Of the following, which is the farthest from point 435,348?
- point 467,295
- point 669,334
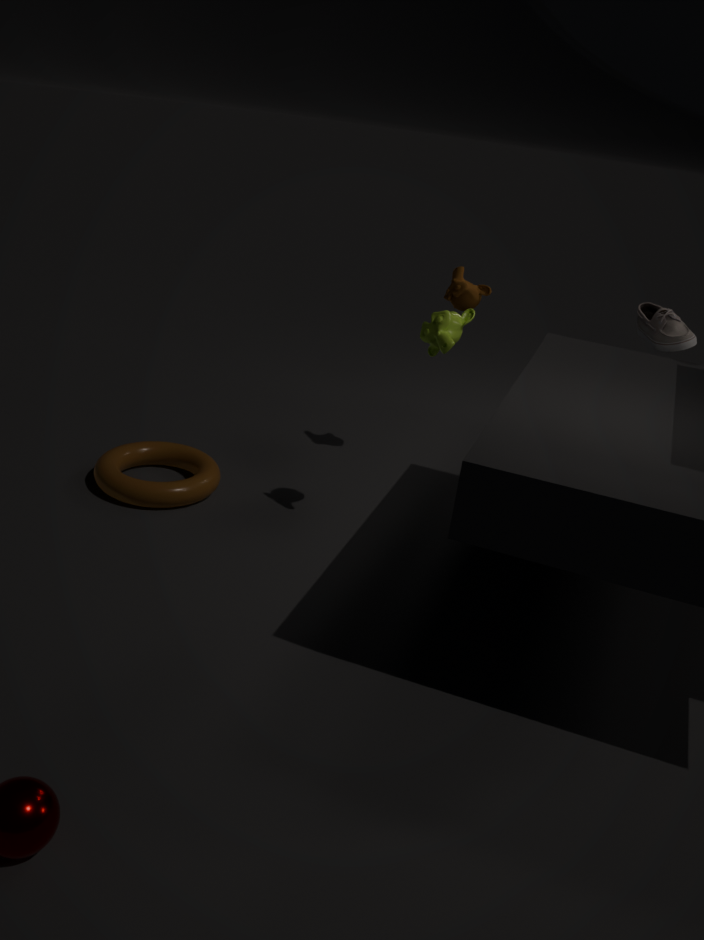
point 669,334
